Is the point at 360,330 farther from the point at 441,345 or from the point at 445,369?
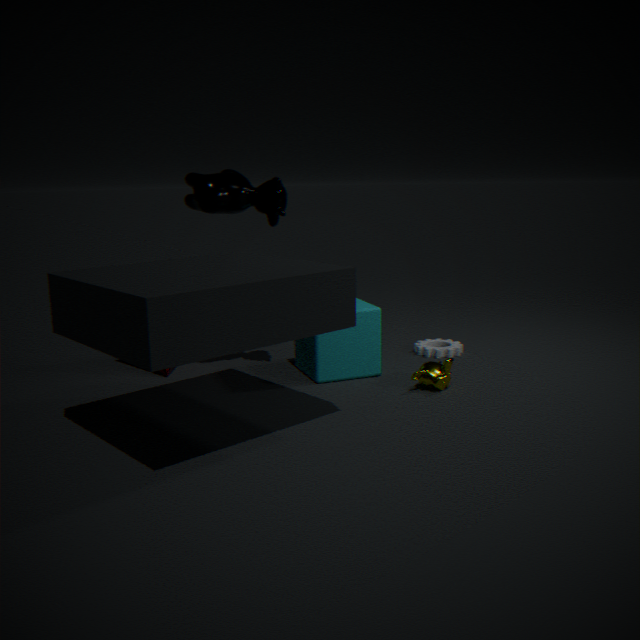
the point at 441,345
